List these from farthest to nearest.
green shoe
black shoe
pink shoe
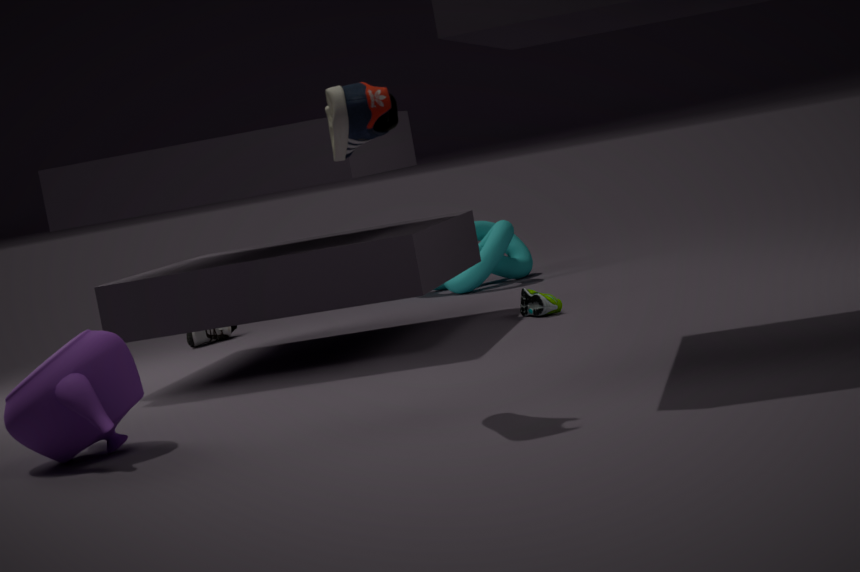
black shoe
green shoe
pink shoe
